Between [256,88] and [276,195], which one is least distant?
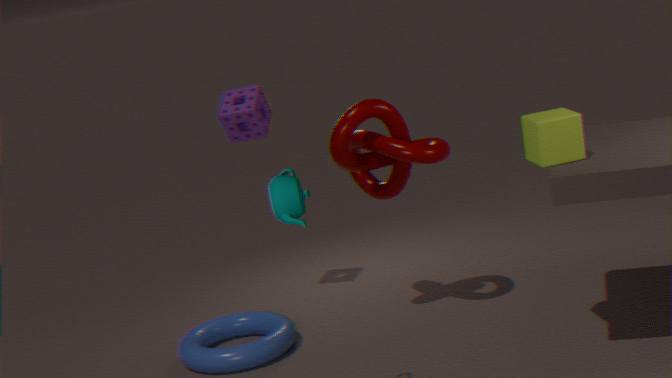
[276,195]
